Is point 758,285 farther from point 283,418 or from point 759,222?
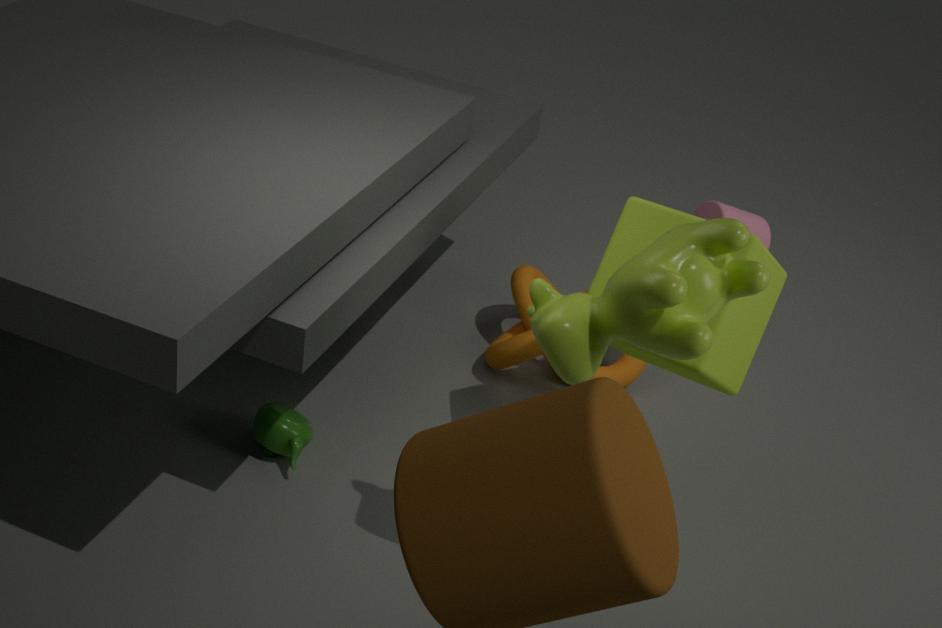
point 283,418
